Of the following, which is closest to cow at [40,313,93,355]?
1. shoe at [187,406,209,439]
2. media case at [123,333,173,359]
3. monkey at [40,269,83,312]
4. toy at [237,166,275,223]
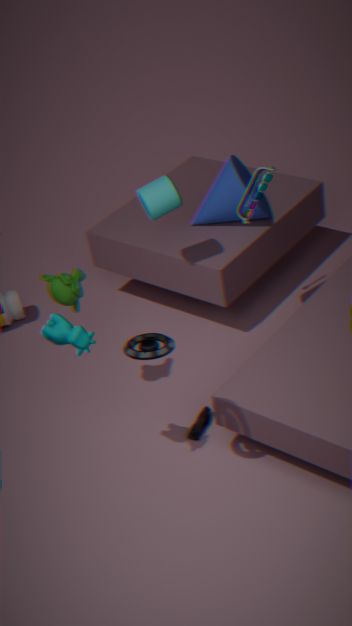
media case at [123,333,173,359]
